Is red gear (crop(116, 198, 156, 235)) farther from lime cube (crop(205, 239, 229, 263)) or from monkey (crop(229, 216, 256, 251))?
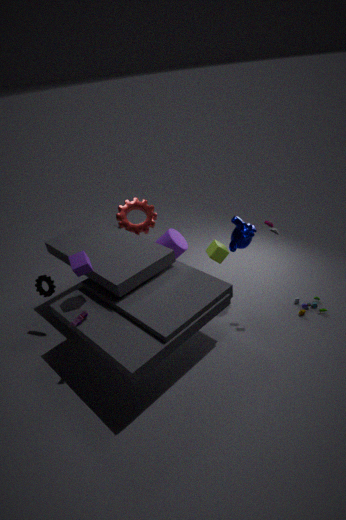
monkey (crop(229, 216, 256, 251))
